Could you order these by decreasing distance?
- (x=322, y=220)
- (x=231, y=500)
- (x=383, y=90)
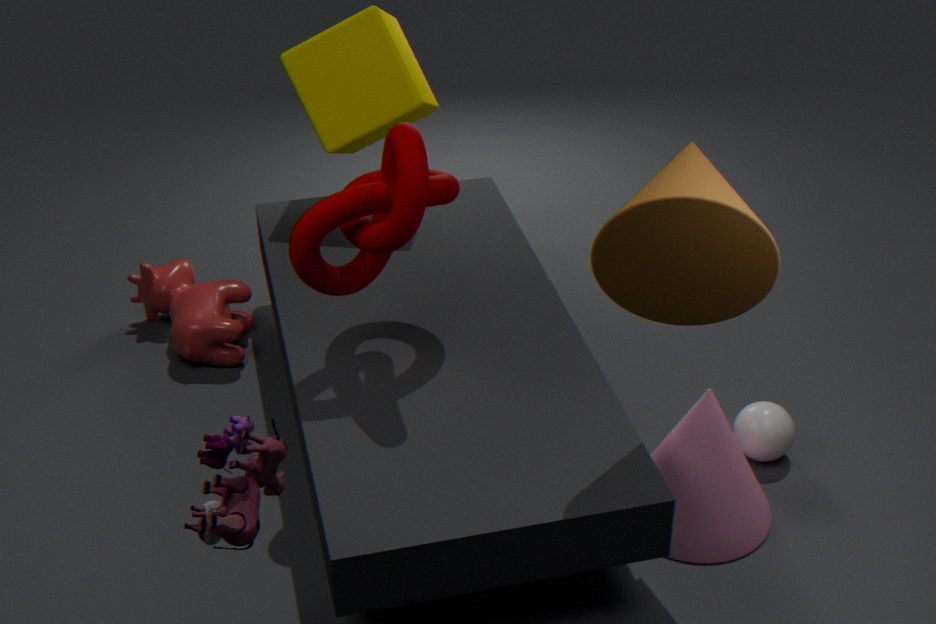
1. (x=383, y=90)
2. (x=322, y=220)
3. (x=231, y=500)
